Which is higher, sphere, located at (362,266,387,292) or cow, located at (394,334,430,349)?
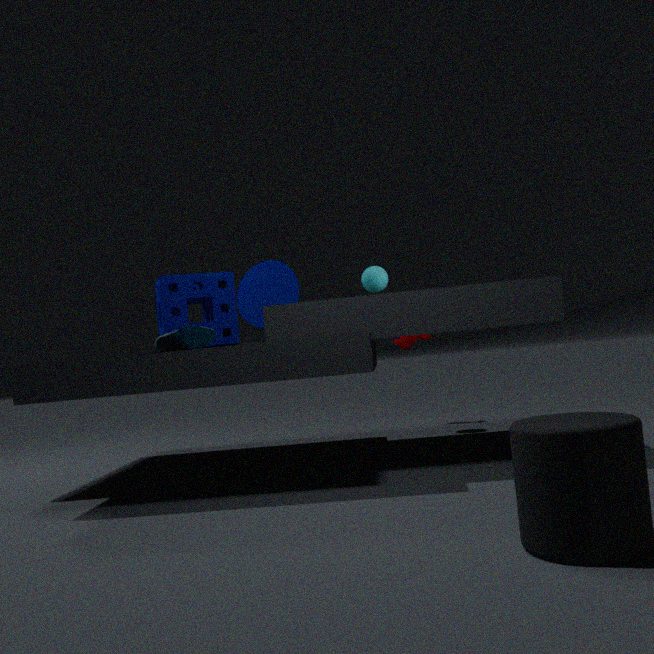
sphere, located at (362,266,387,292)
